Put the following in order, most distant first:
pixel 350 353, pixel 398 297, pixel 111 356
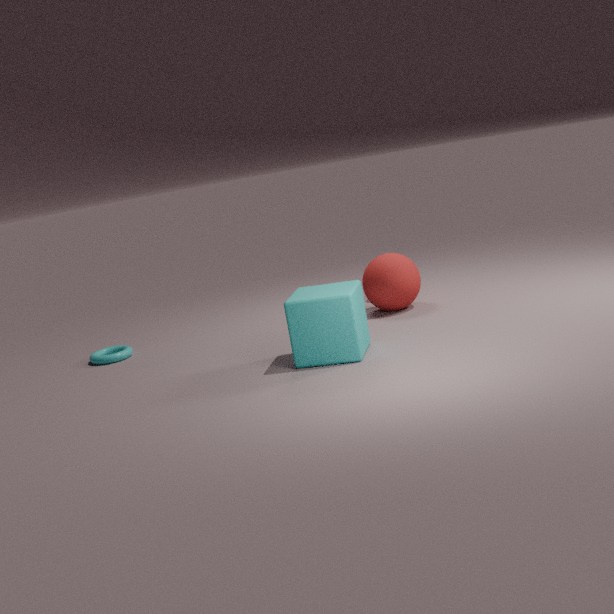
pixel 111 356
pixel 398 297
pixel 350 353
